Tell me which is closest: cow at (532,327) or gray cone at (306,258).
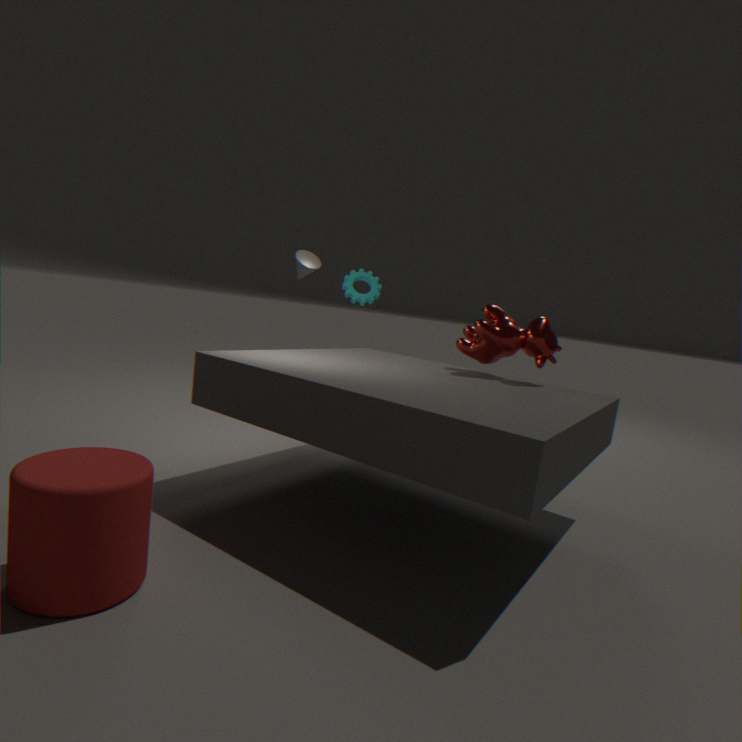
cow at (532,327)
